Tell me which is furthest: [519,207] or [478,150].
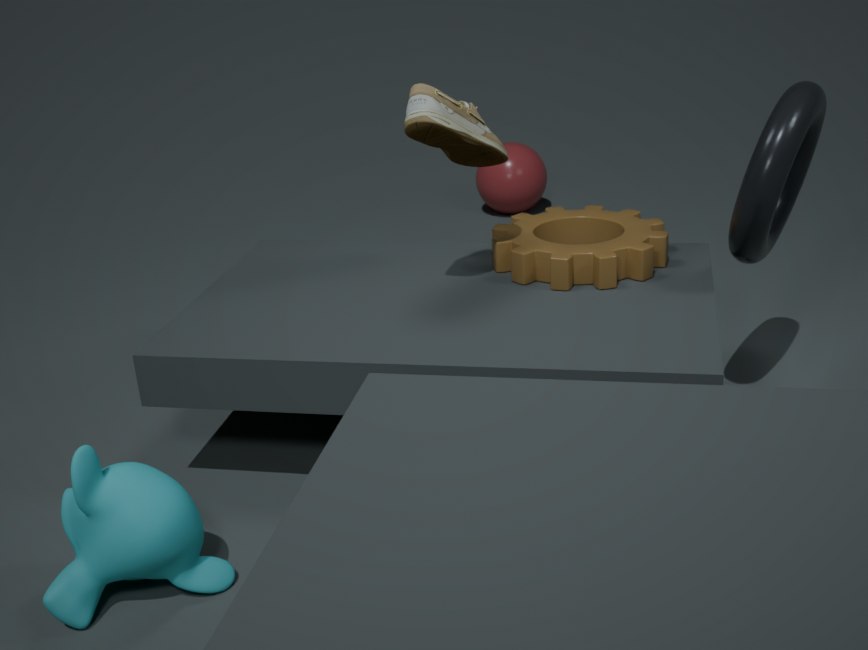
[519,207]
